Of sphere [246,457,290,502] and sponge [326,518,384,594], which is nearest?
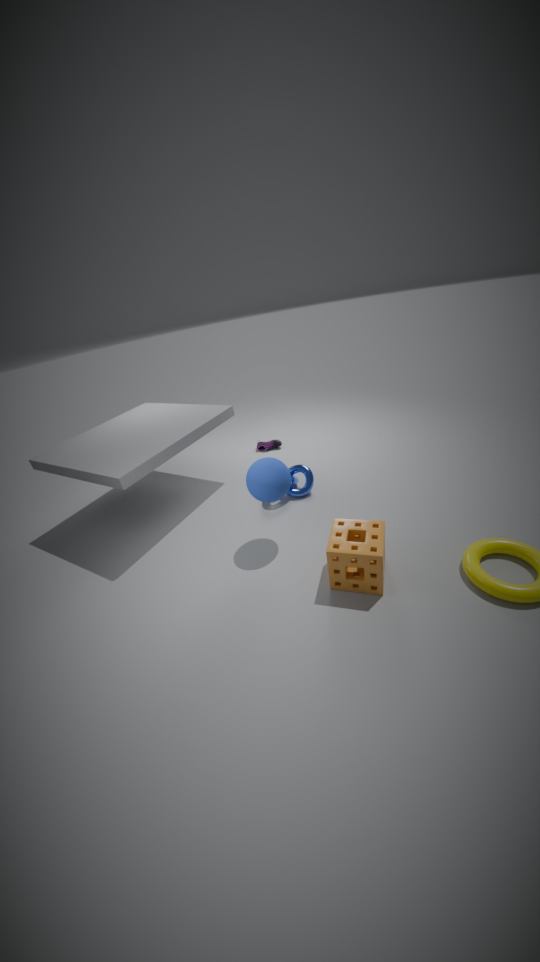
sponge [326,518,384,594]
